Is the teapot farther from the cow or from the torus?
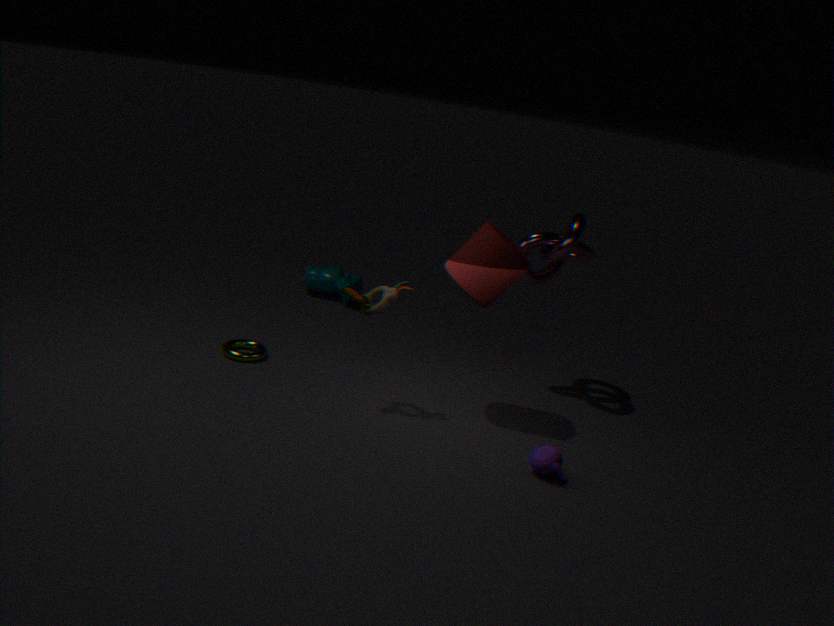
the cow
